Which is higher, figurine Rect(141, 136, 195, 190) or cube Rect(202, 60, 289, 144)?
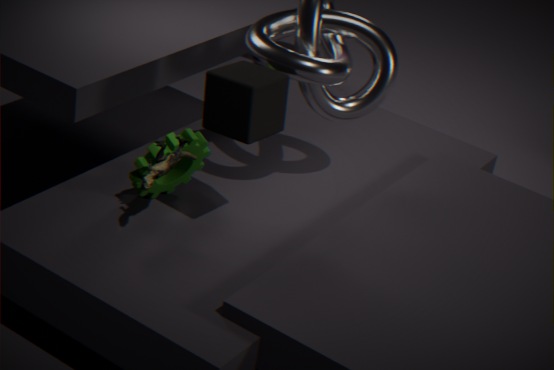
cube Rect(202, 60, 289, 144)
